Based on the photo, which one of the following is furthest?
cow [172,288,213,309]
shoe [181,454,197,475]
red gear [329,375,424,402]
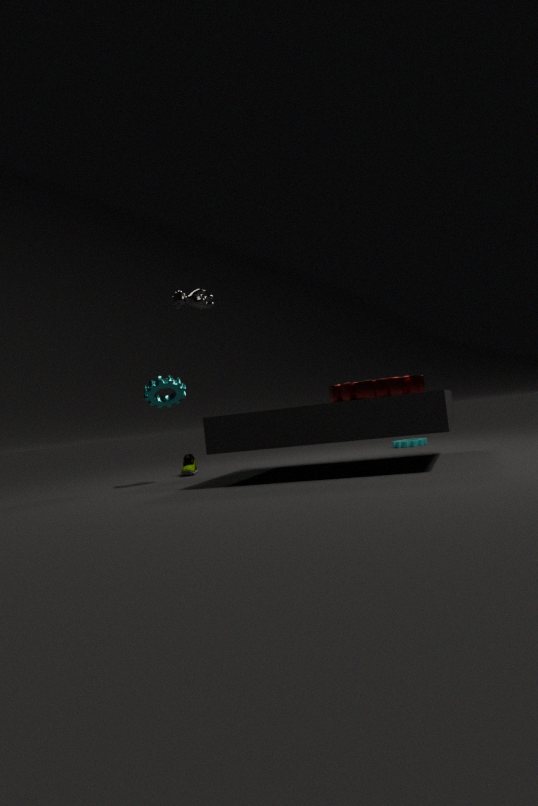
shoe [181,454,197,475]
